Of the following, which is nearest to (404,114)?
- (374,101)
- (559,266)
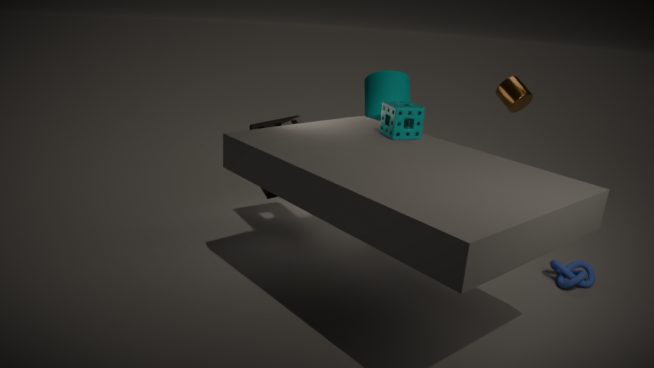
(374,101)
